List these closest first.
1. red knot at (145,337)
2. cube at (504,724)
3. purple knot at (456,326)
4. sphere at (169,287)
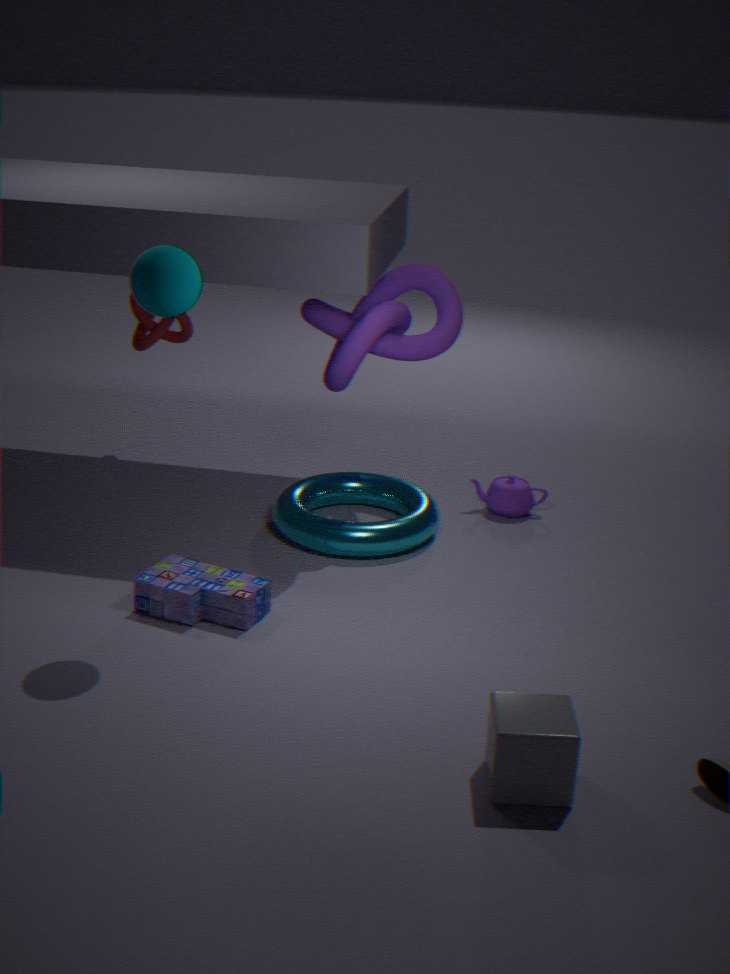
cube at (504,724), sphere at (169,287), purple knot at (456,326), red knot at (145,337)
